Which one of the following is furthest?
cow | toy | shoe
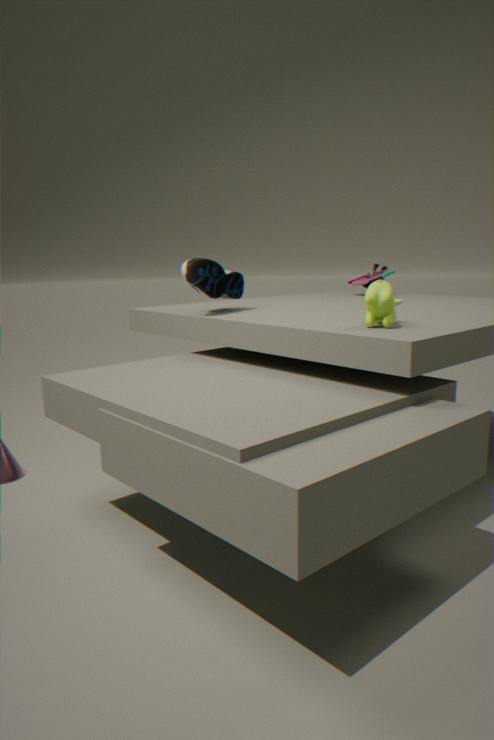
toy
